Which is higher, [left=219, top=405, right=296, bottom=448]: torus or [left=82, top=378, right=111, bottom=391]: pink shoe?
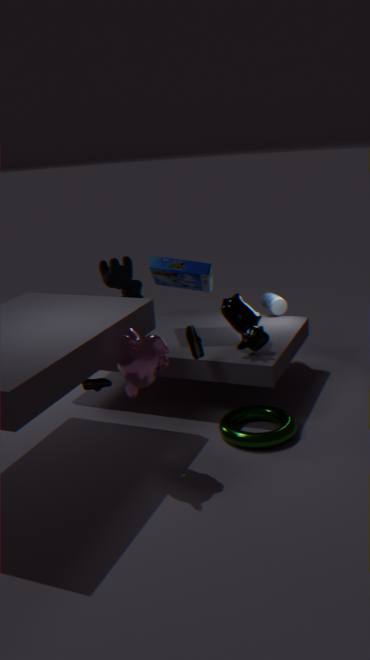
[left=82, top=378, right=111, bottom=391]: pink shoe
